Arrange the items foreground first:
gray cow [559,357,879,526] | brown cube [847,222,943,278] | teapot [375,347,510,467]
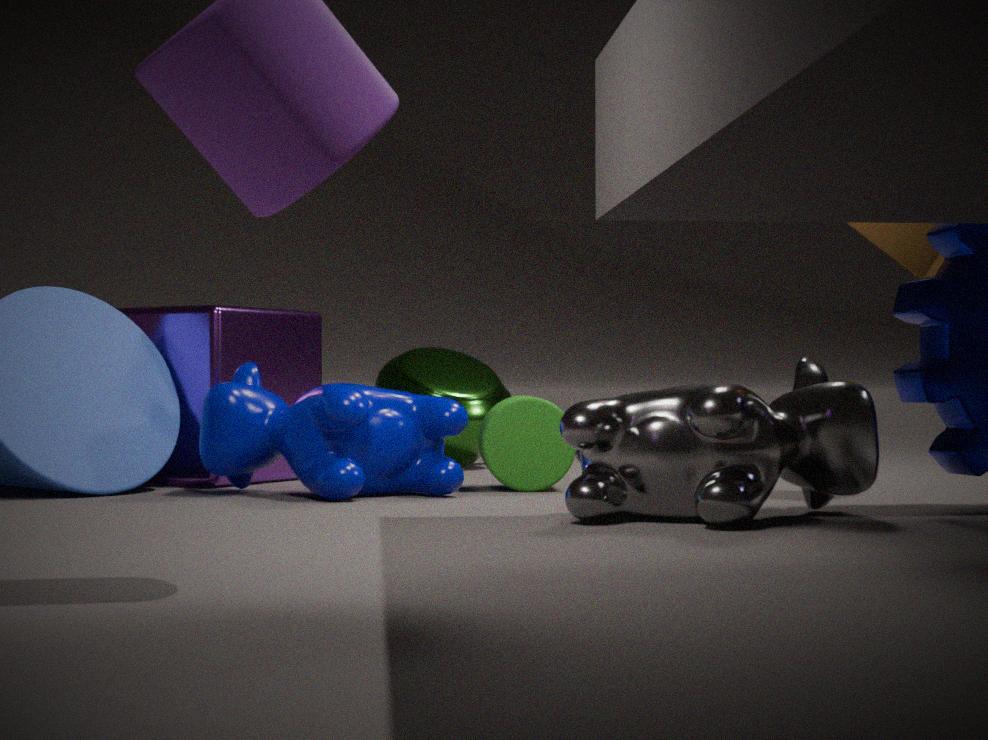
gray cow [559,357,879,526], brown cube [847,222,943,278], teapot [375,347,510,467]
